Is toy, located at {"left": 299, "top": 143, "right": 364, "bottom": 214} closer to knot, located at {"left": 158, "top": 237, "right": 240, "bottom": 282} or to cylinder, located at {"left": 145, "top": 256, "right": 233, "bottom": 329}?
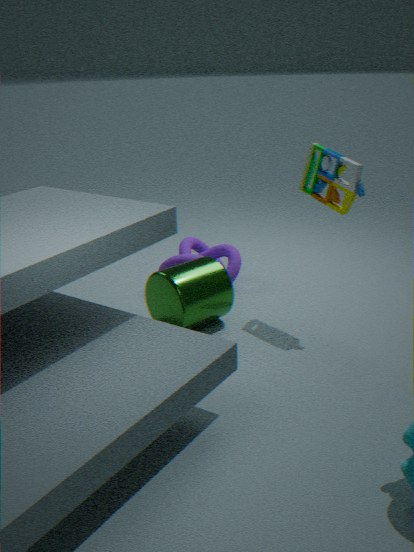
A: cylinder, located at {"left": 145, "top": 256, "right": 233, "bottom": 329}
